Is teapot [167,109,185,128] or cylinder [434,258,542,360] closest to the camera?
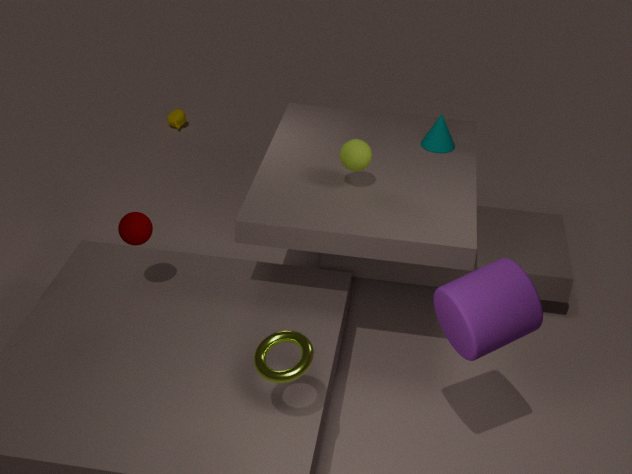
cylinder [434,258,542,360]
